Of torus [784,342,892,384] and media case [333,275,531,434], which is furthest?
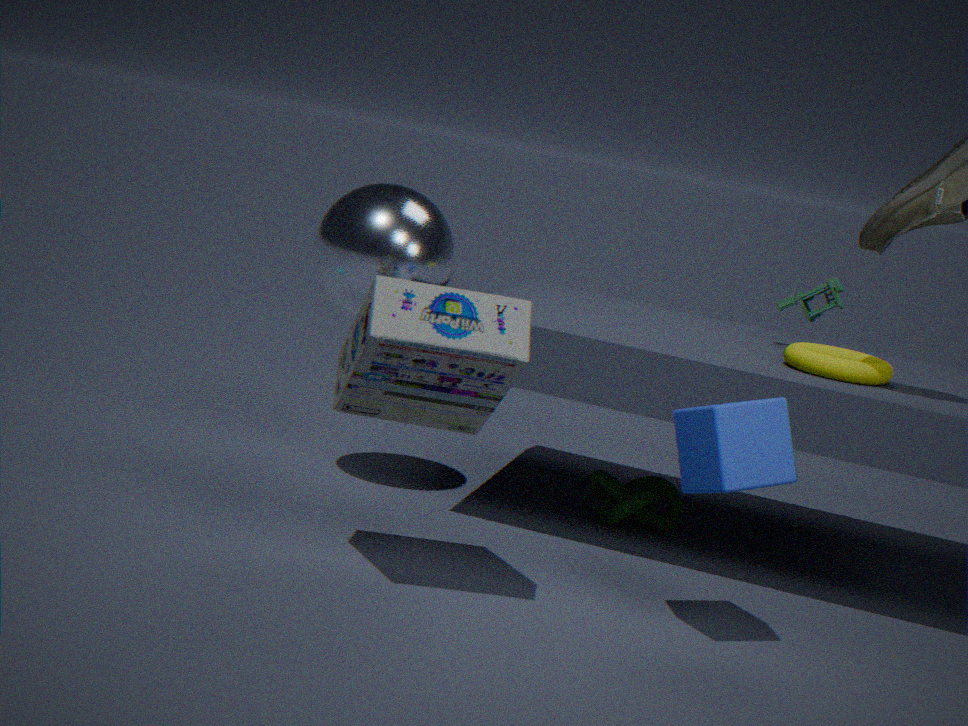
torus [784,342,892,384]
